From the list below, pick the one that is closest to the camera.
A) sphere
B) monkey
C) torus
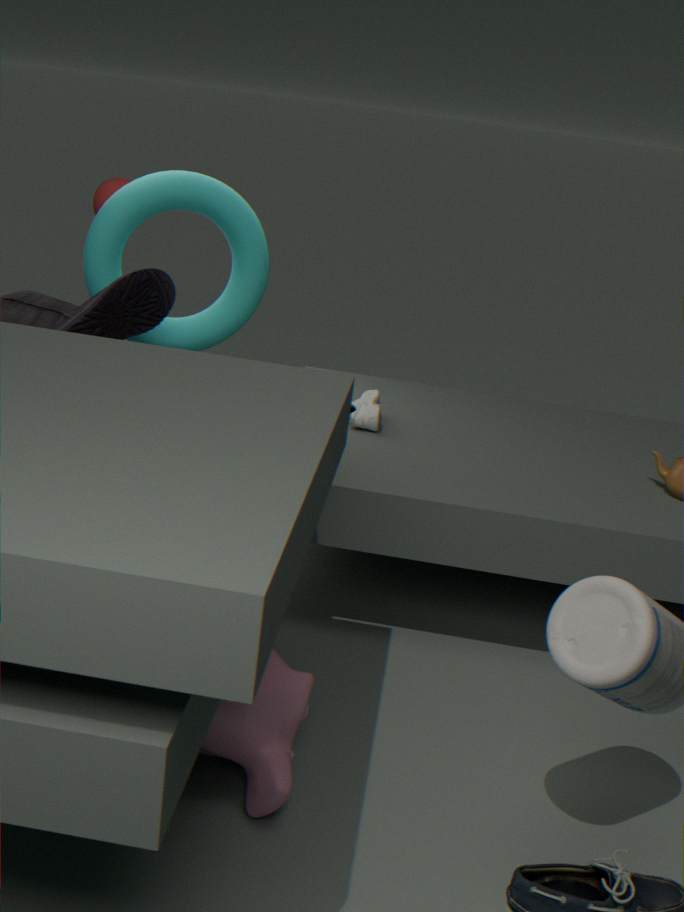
monkey
